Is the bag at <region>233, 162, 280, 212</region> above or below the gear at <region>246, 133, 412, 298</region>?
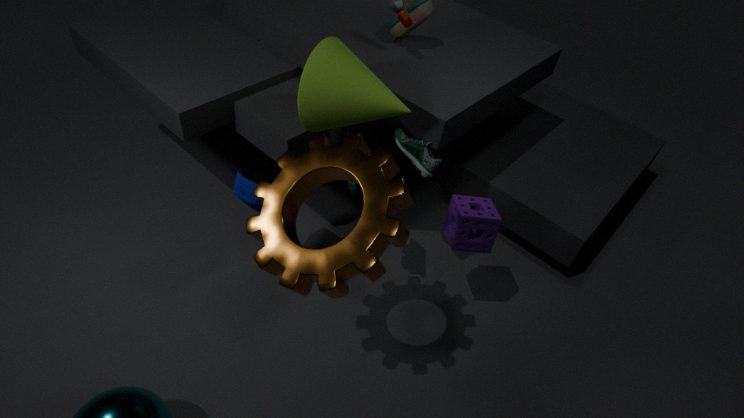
below
